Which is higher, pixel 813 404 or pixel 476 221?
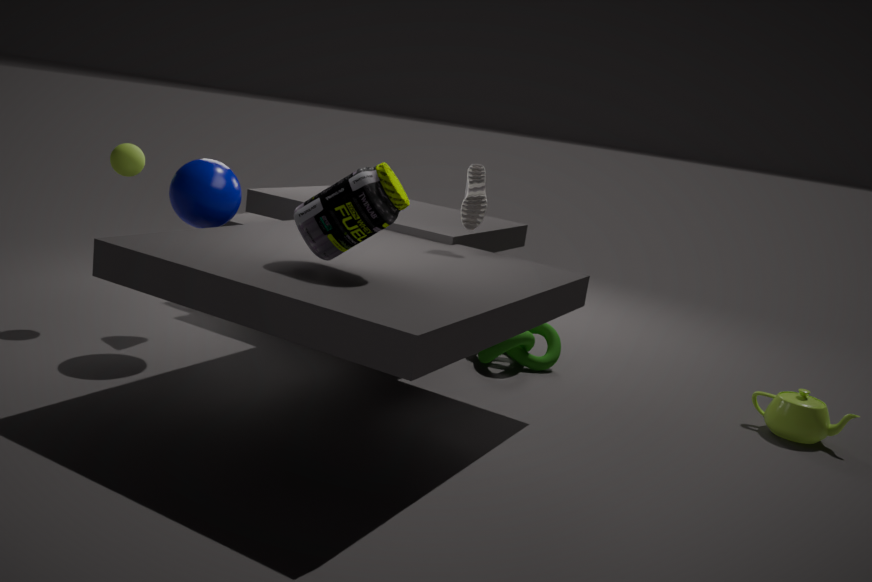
pixel 476 221
